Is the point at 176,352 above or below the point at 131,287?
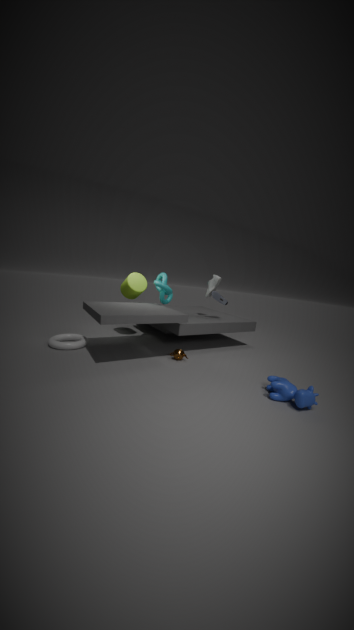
below
